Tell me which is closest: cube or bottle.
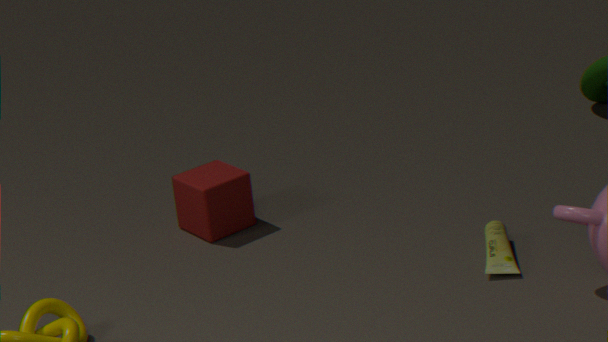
bottle
